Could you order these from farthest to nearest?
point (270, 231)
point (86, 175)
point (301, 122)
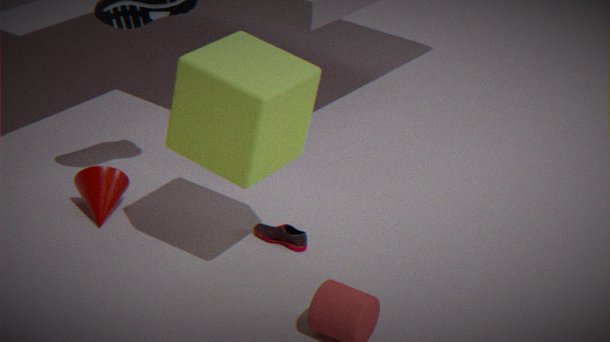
point (86, 175), point (270, 231), point (301, 122)
